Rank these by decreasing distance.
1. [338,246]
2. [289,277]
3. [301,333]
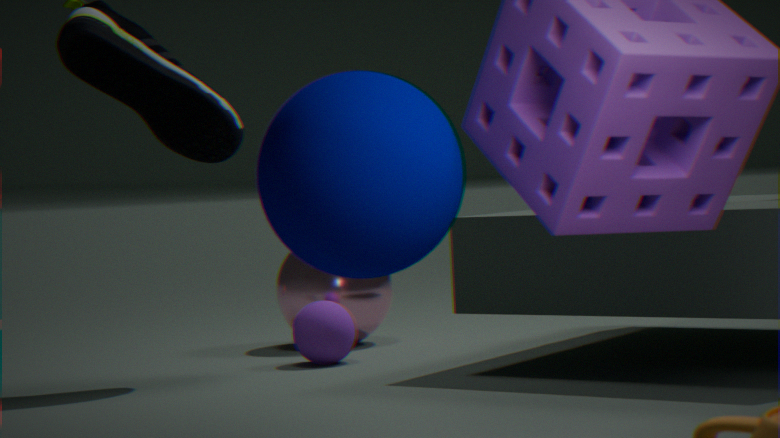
[289,277] → [301,333] → [338,246]
